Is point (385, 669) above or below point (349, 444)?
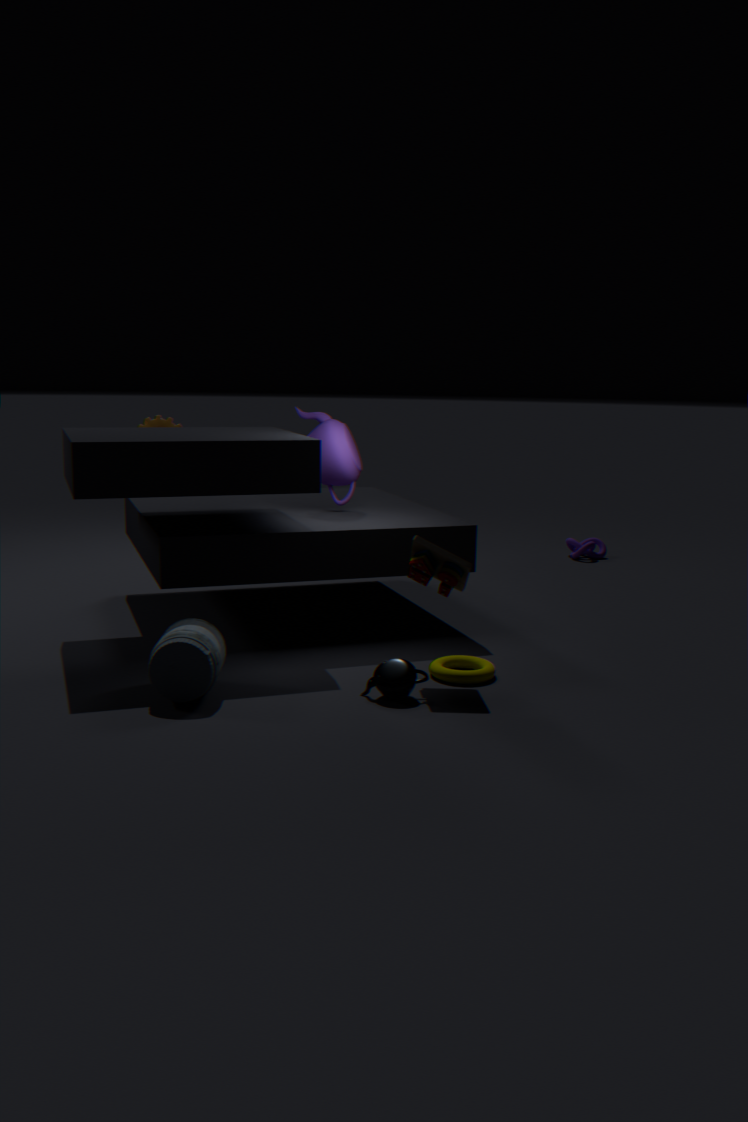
below
